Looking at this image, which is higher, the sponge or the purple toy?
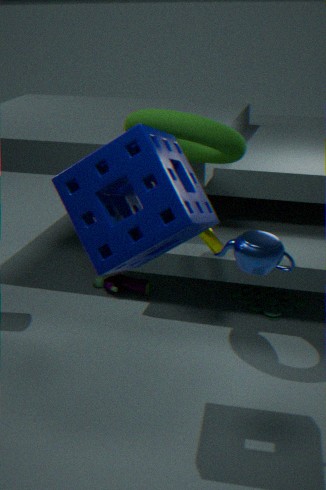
the sponge
